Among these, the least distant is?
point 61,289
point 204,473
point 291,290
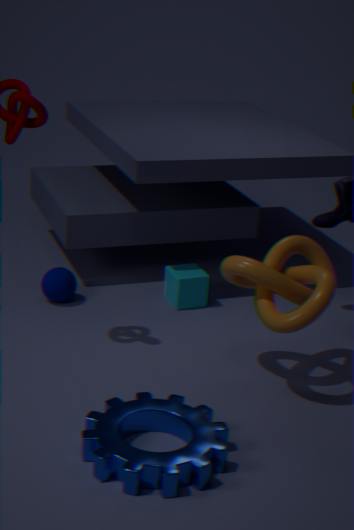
point 204,473
